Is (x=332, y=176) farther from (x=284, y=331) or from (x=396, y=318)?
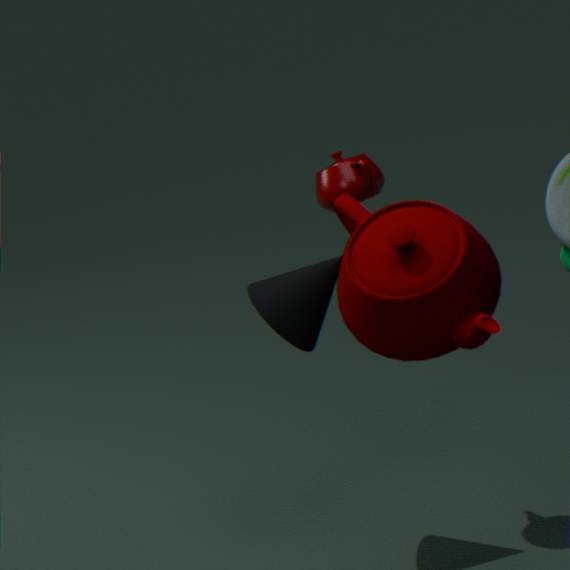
(x=396, y=318)
